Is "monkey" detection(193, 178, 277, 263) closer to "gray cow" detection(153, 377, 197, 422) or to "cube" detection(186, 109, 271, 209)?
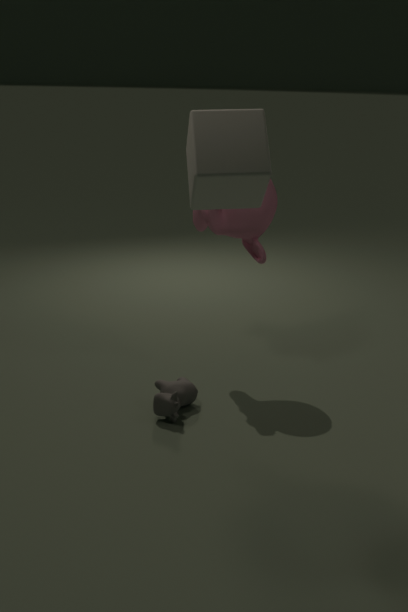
"gray cow" detection(153, 377, 197, 422)
